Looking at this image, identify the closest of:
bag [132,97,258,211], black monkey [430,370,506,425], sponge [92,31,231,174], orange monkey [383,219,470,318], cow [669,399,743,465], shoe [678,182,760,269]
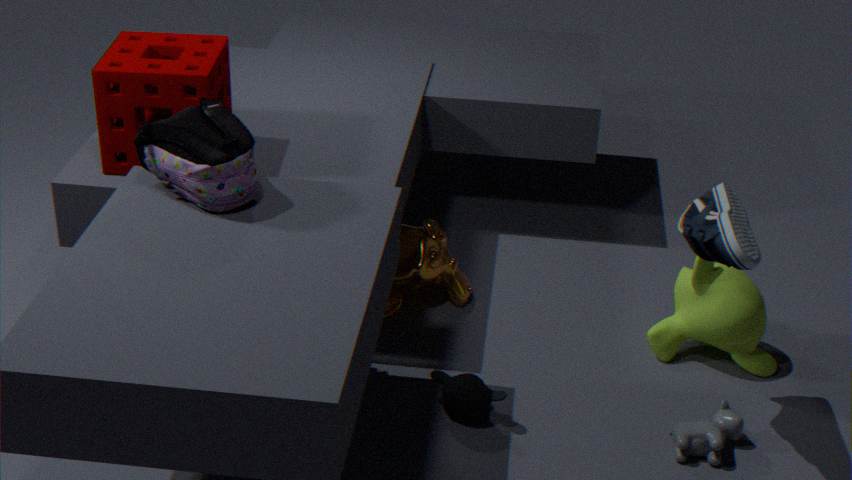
shoe [678,182,760,269]
